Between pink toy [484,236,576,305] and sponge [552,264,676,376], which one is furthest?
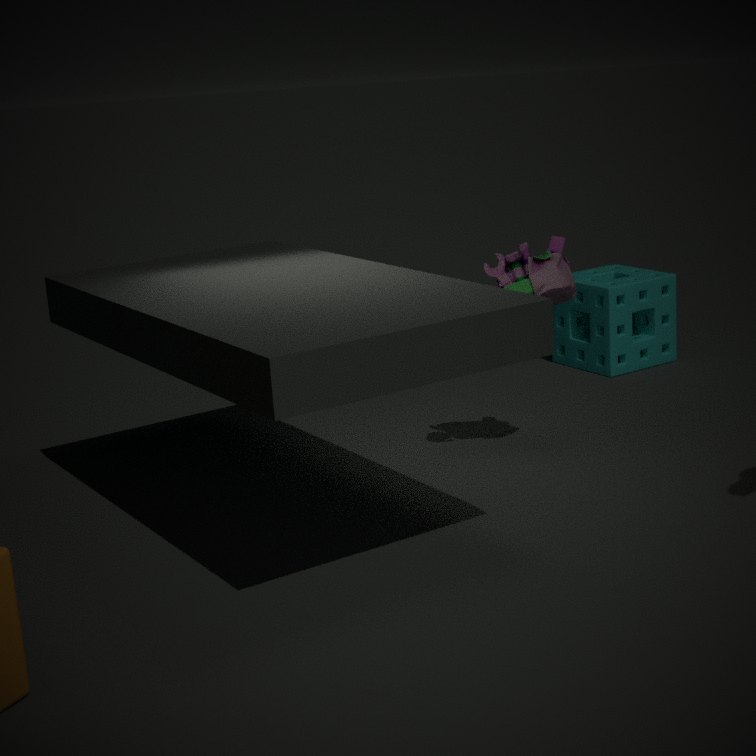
sponge [552,264,676,376]
